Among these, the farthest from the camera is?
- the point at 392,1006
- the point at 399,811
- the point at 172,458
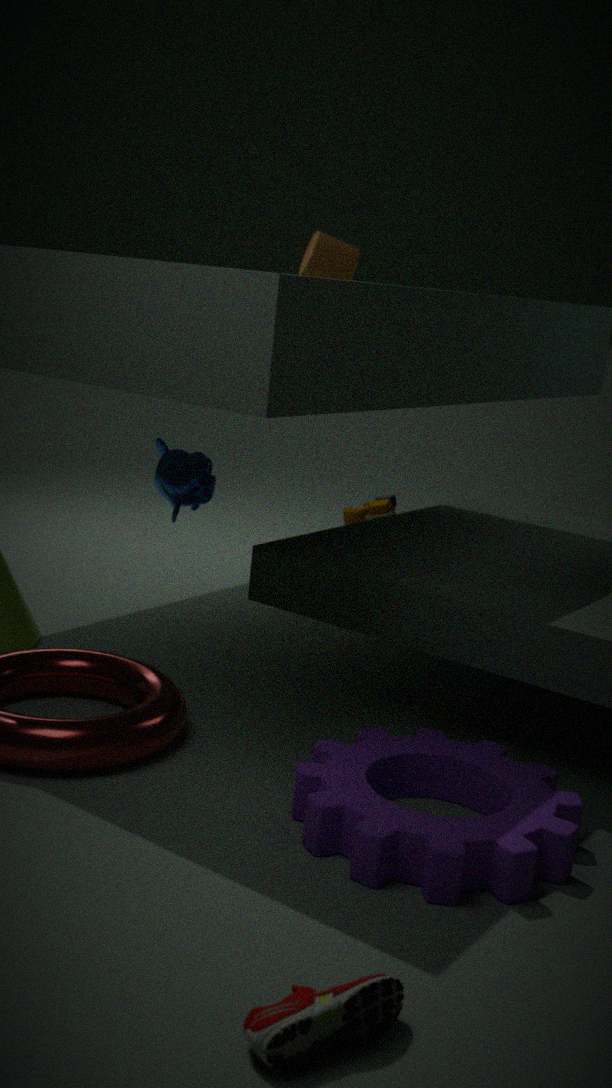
the point at 172,458
